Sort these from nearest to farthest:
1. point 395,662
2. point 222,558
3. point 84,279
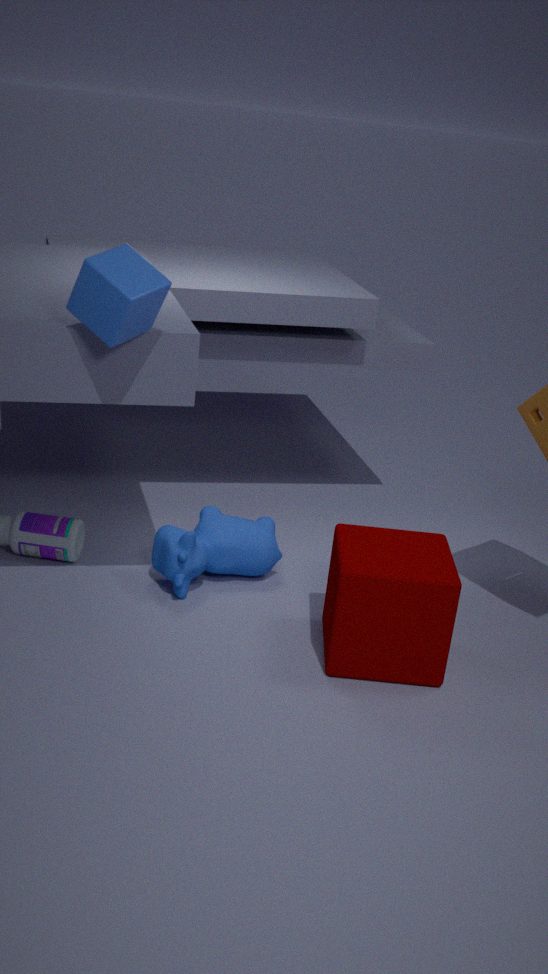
point 84,279, point 395,662, point 222,558
